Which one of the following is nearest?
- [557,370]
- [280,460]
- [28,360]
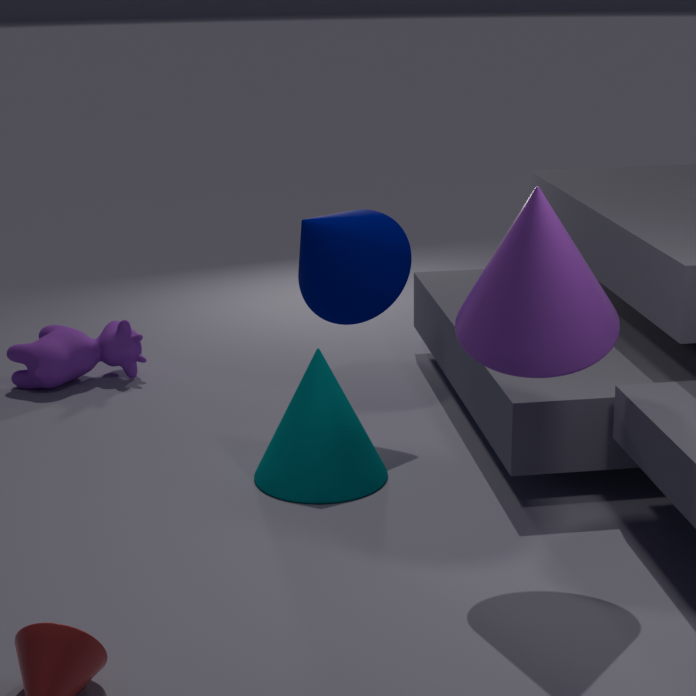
[557,370]
